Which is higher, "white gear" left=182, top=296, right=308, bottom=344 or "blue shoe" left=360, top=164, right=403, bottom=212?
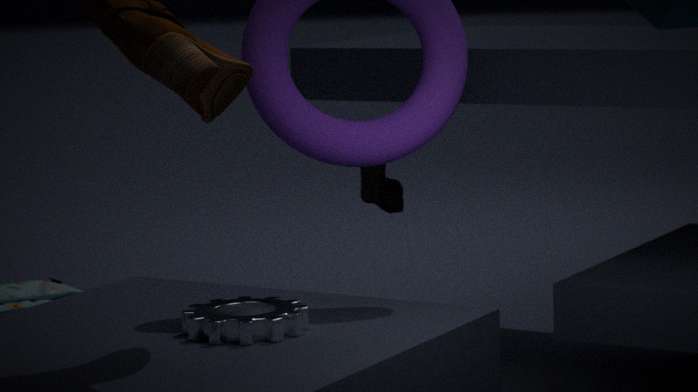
"blue shoe" left=360, top=164, right=403, bottom=212
